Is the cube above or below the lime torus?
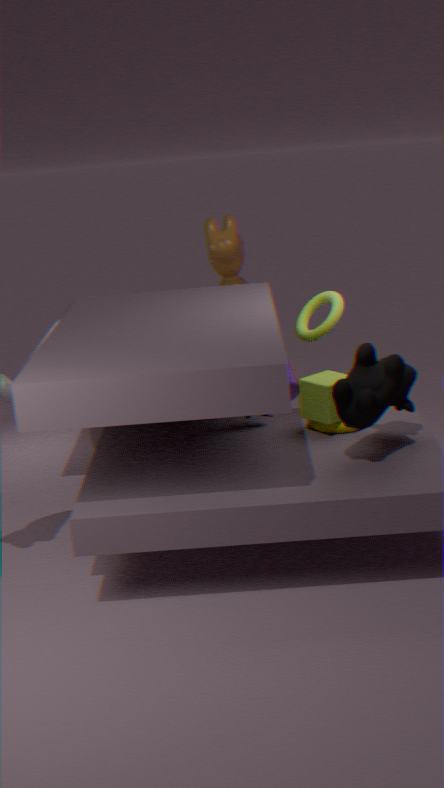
below
